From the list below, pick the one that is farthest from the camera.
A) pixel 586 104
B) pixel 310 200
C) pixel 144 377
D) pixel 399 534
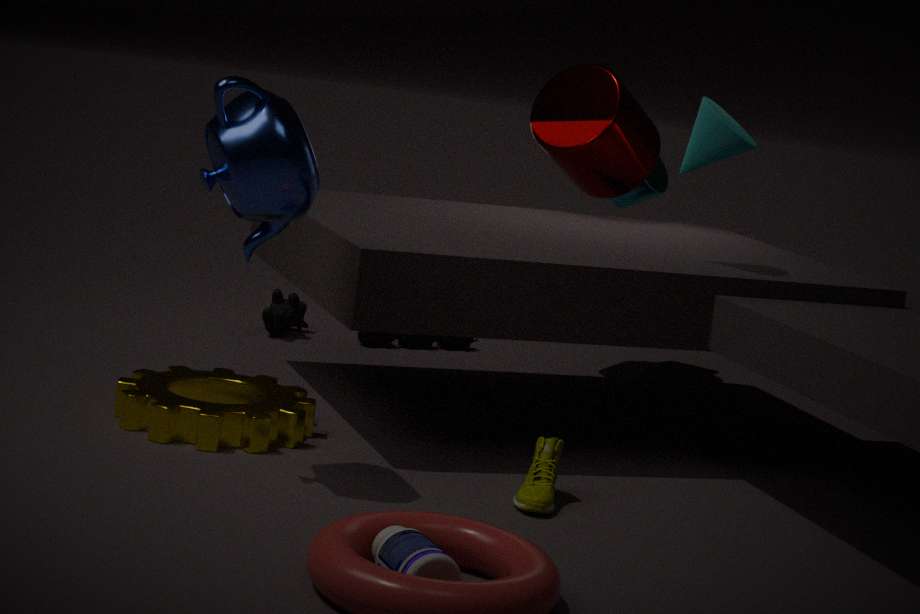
pixel 586 104
